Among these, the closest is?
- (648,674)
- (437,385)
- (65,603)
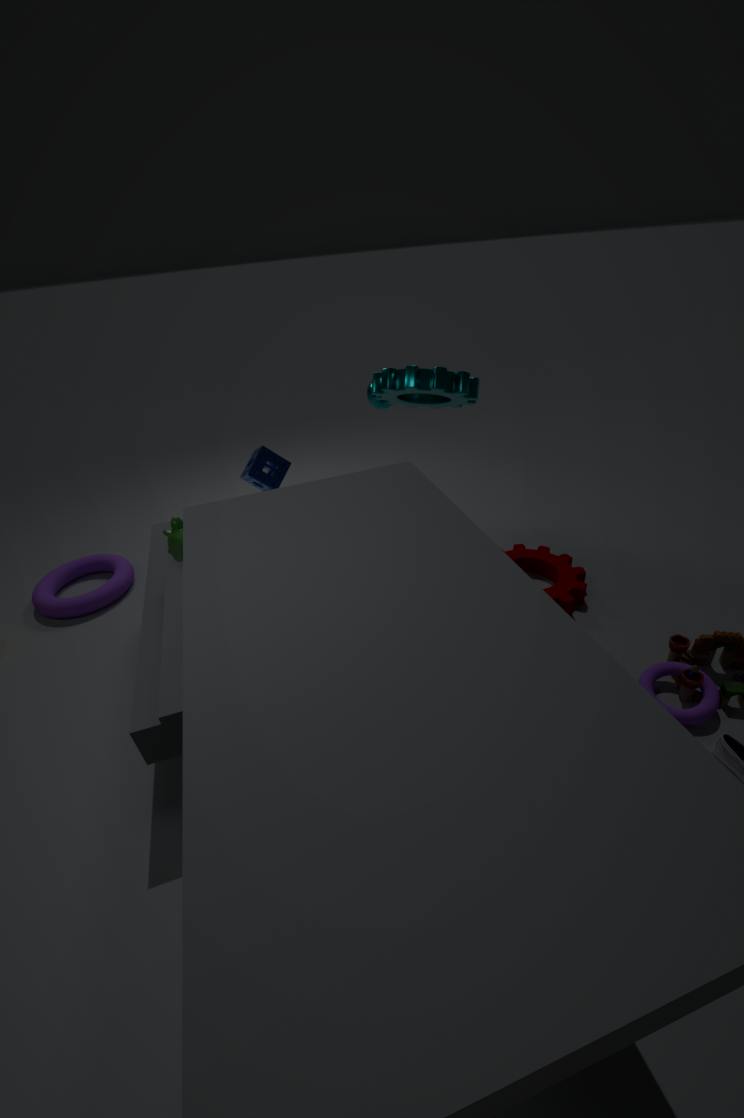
(648,674)
